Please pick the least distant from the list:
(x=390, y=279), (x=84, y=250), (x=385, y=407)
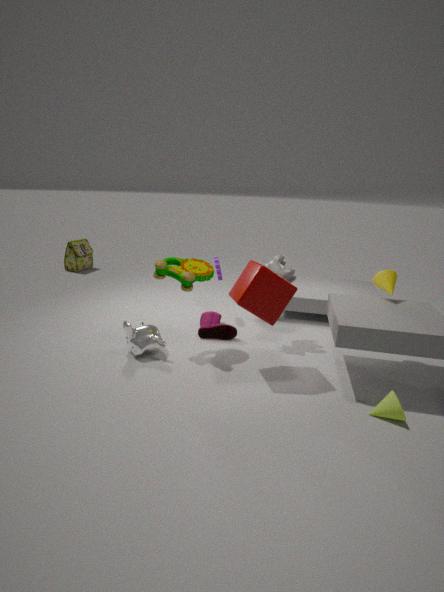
(x=385, y=407)
